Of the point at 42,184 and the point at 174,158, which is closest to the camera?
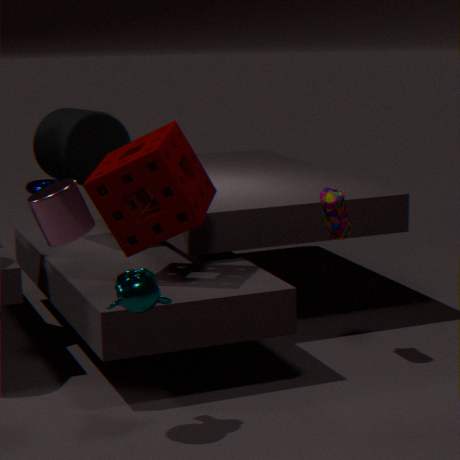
the point at 174,158
